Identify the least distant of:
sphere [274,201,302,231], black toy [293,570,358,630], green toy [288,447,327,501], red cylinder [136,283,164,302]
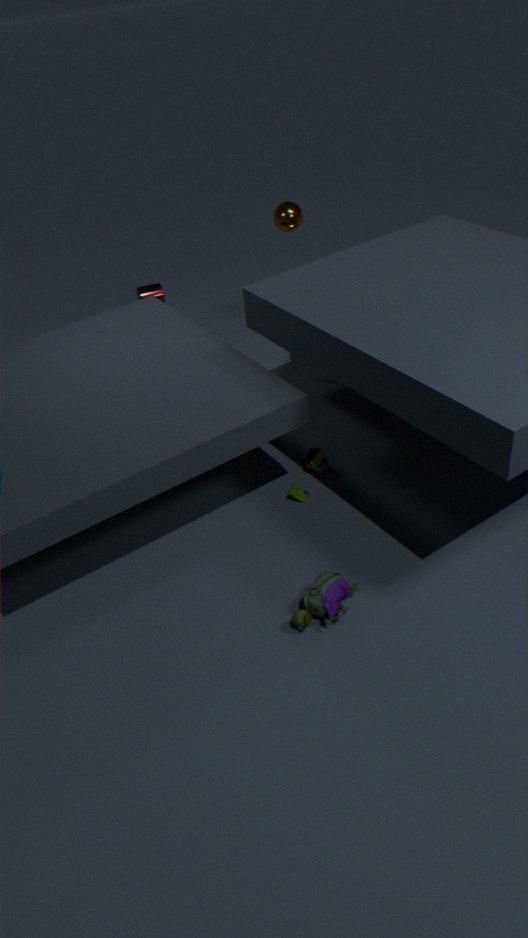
black toy [293,570,358,630]
